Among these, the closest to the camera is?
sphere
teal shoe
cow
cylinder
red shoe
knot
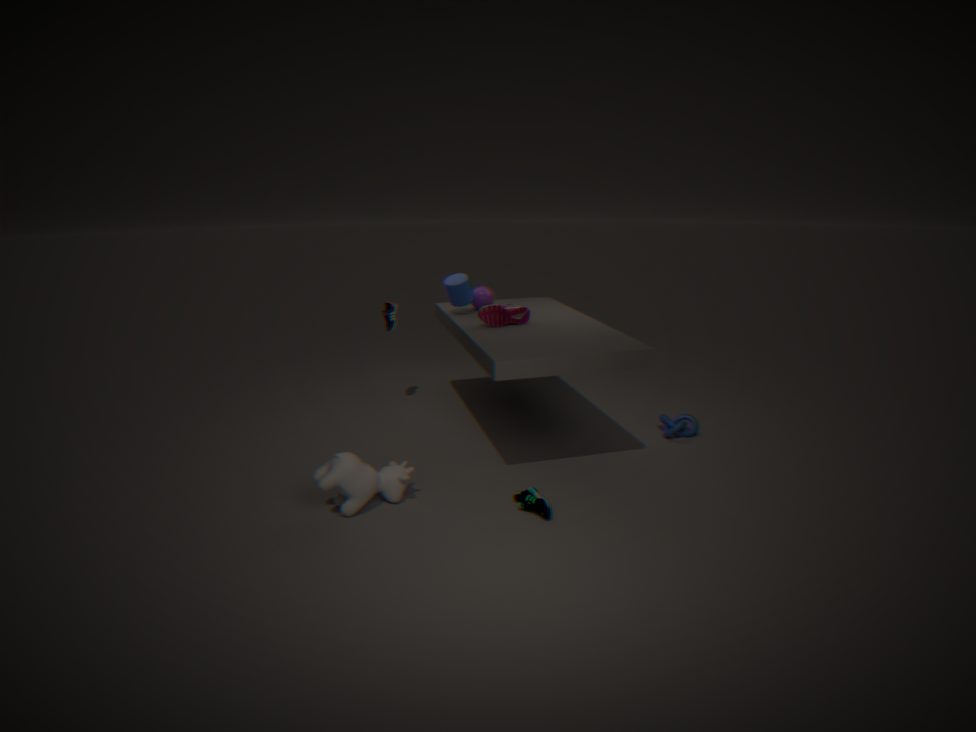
teal shoe
